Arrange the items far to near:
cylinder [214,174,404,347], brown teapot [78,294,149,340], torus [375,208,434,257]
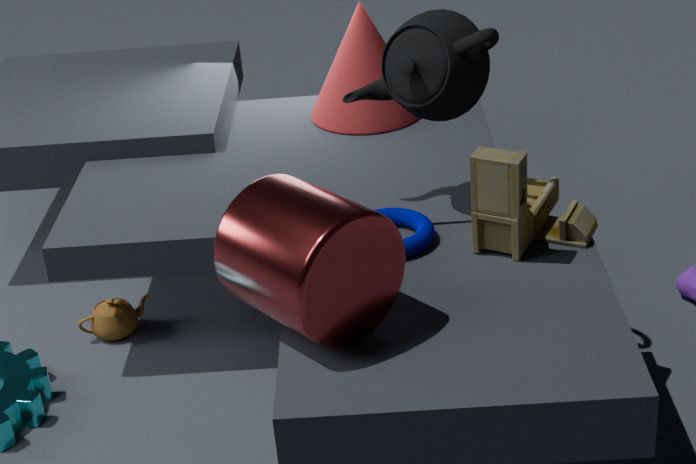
brown teapot [78,294,149,340] → torus [375,208,434,257] → cylinder [214,174,404,347]
